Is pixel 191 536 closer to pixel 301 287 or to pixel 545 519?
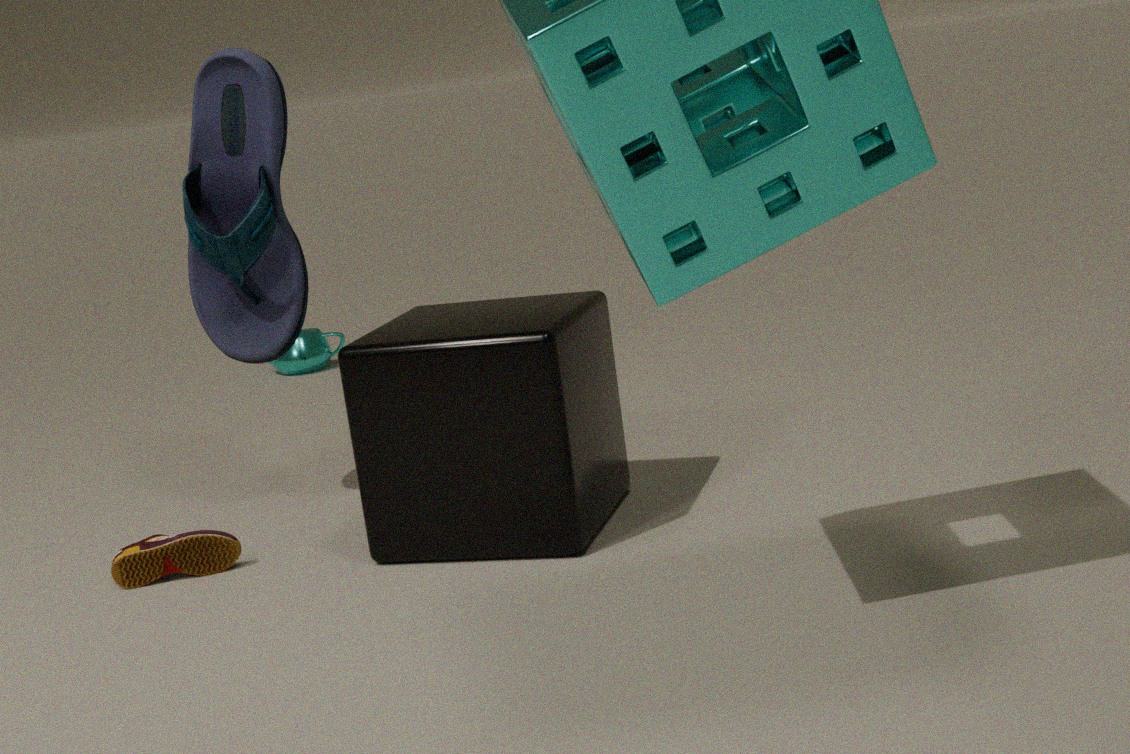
pixel 545 519
